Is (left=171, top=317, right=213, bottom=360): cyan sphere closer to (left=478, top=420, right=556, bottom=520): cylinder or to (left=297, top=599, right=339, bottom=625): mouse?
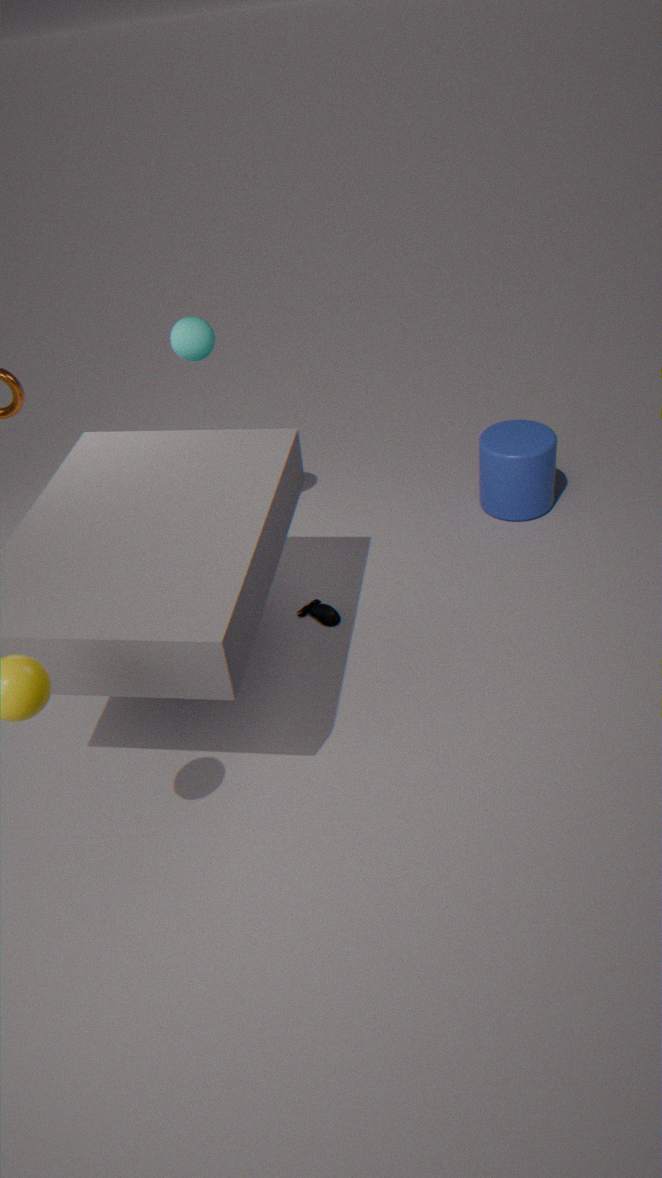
(left=297, top=599, right=339, bottom=625): mouse
